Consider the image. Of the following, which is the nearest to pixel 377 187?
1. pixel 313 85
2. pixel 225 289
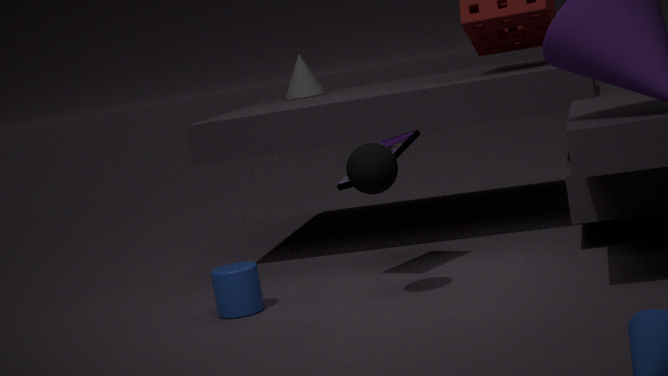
pixel 225 289
